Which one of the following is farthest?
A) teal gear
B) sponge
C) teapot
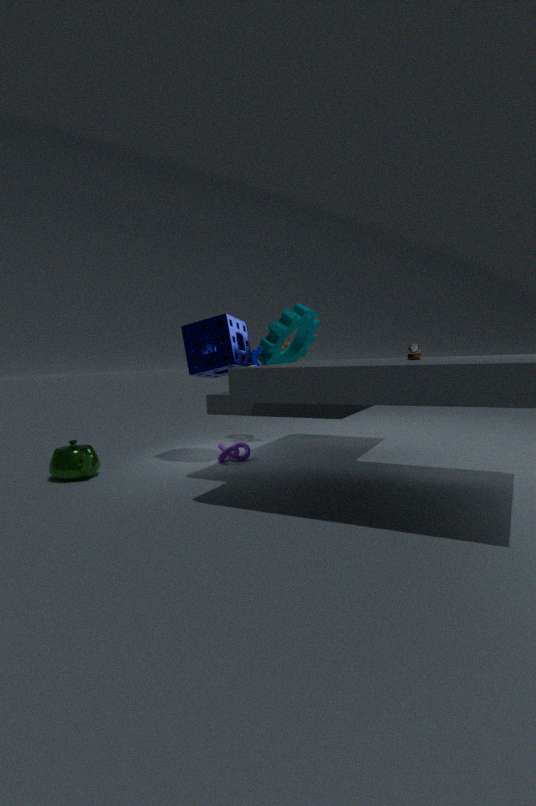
B. sponge
